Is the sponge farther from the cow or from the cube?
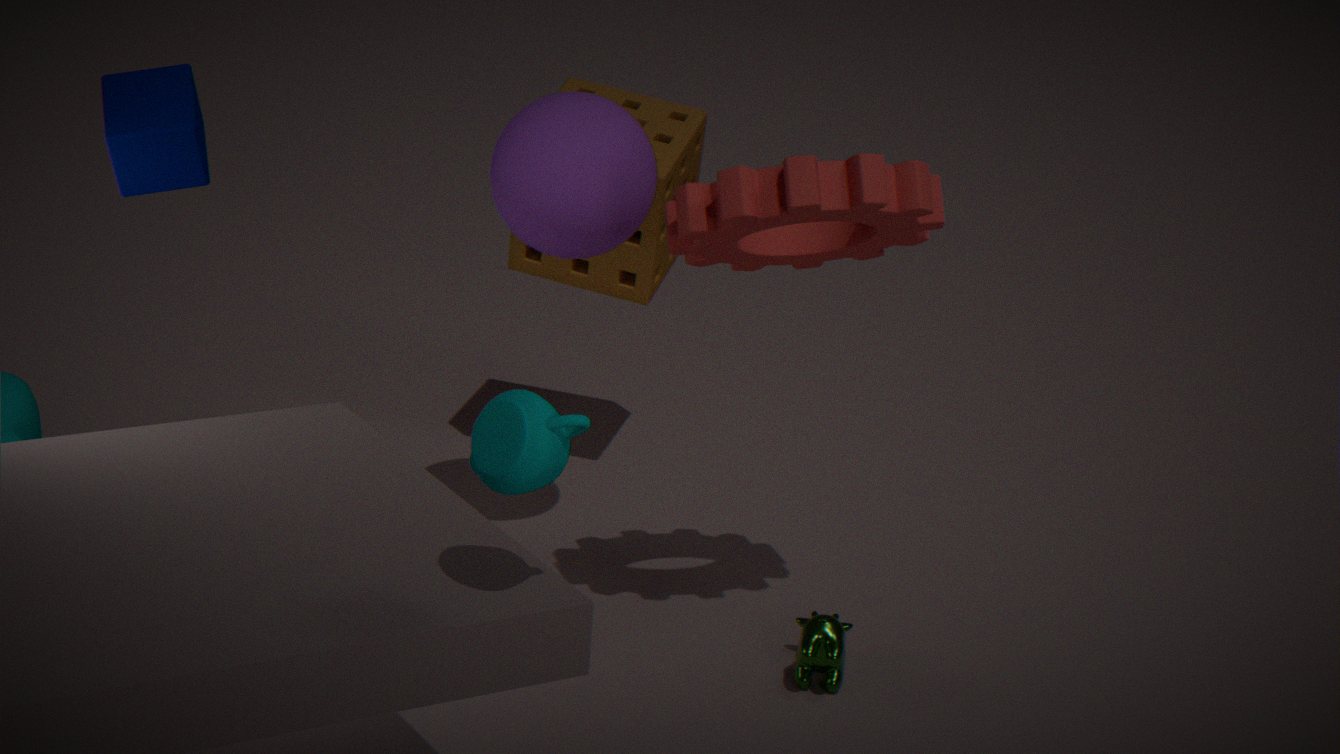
the cow
